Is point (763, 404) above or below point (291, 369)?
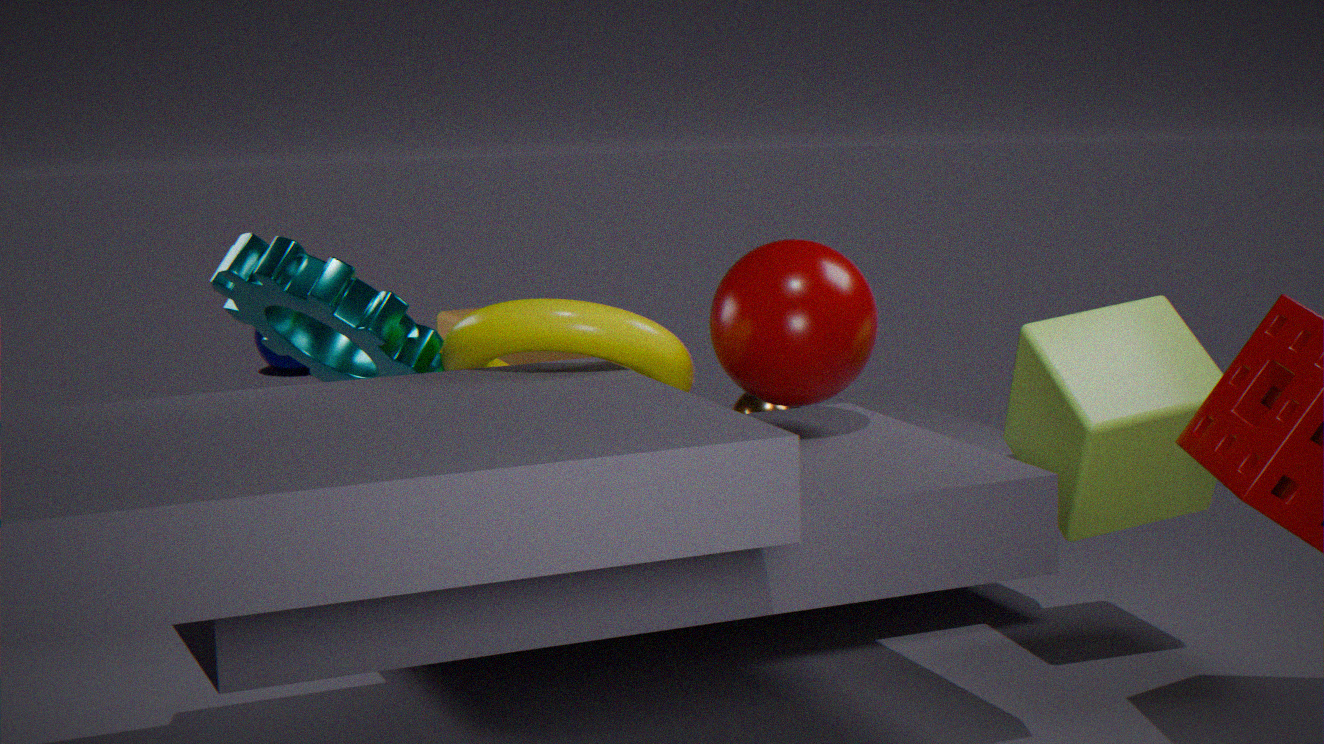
above
